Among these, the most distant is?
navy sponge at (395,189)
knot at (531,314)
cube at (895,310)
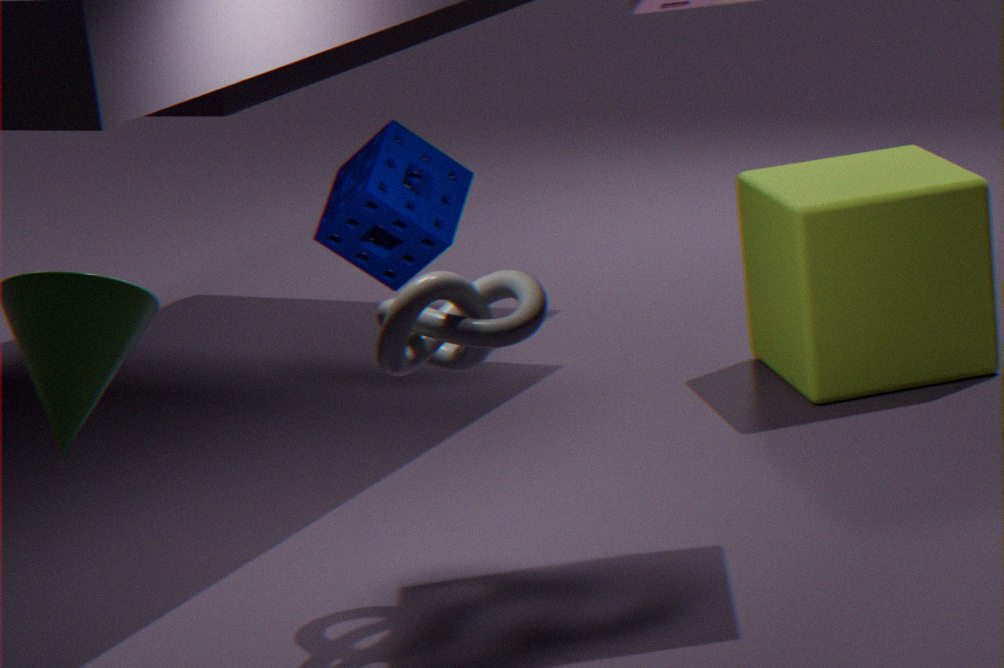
cube at (895,310)
